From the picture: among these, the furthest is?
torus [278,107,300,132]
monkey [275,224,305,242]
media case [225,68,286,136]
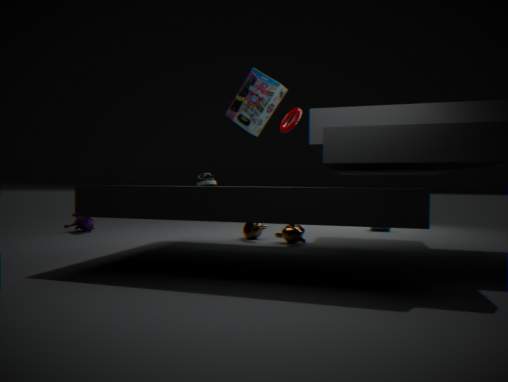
torus [278,107,300,132]
